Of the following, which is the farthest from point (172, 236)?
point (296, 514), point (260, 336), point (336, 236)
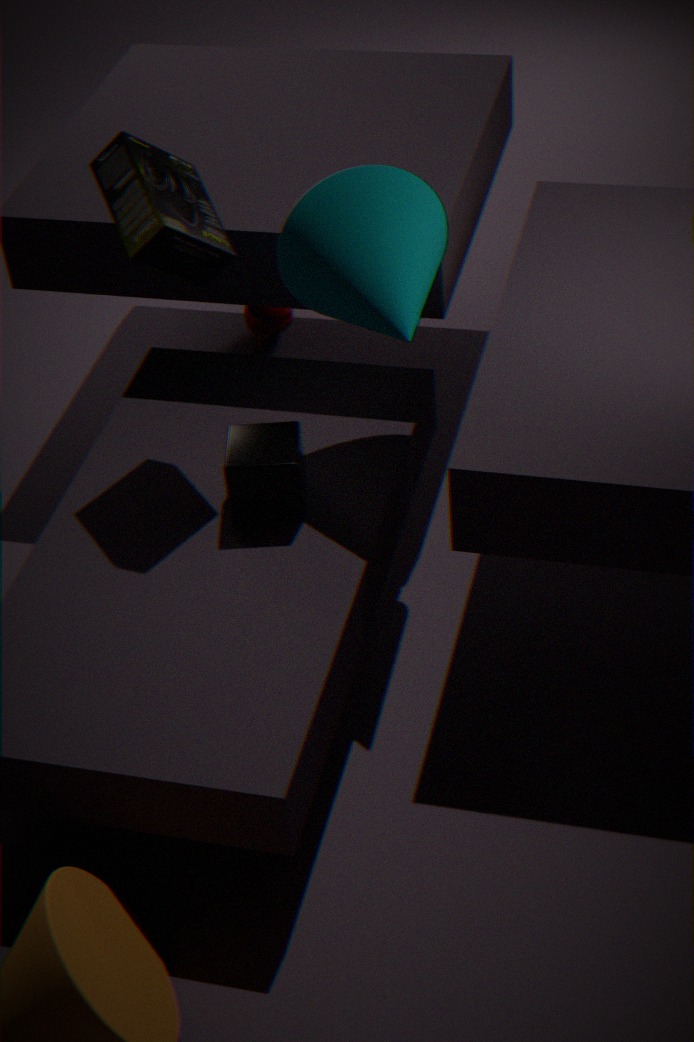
point (260, 336)
